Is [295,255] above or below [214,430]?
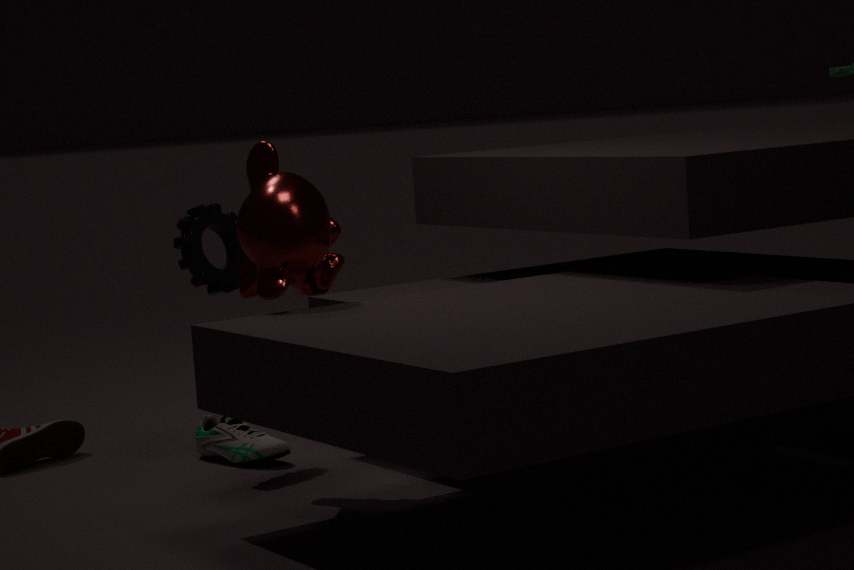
above
